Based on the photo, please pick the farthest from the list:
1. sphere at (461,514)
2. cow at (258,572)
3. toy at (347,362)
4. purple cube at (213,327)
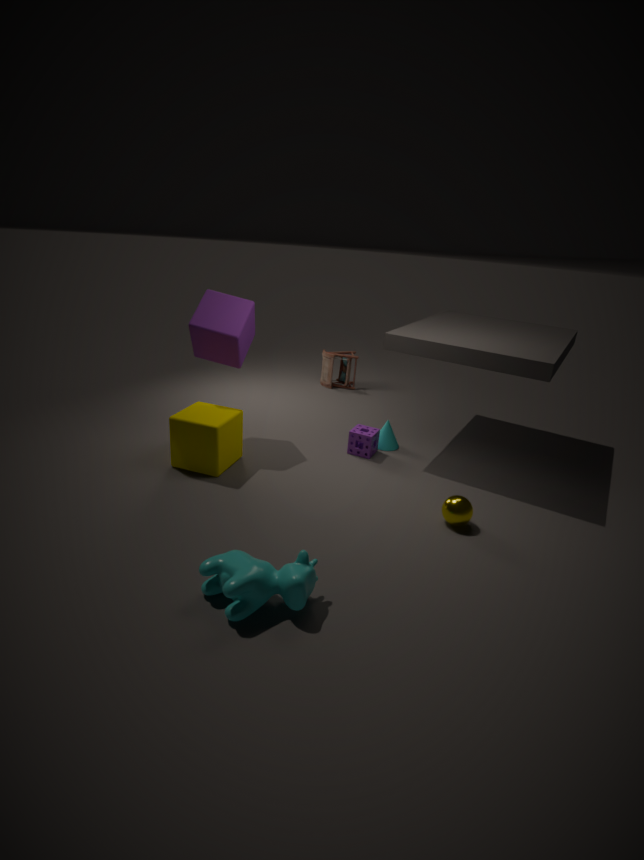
toy at (347,362)
